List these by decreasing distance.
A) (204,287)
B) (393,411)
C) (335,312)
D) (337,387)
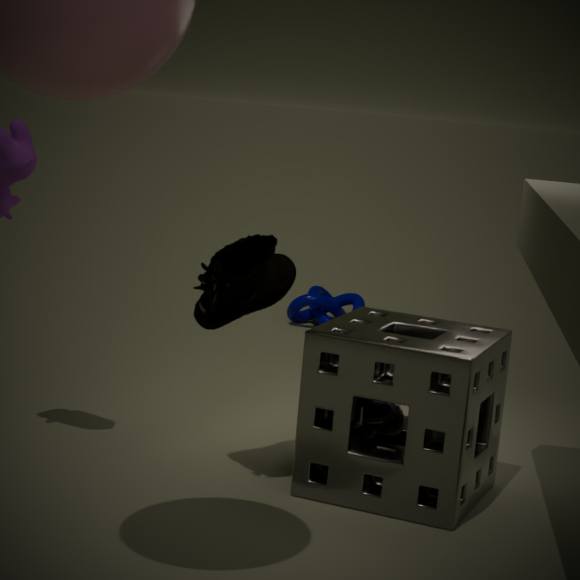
(335,312), (393,411), (337,387), (204,287)
